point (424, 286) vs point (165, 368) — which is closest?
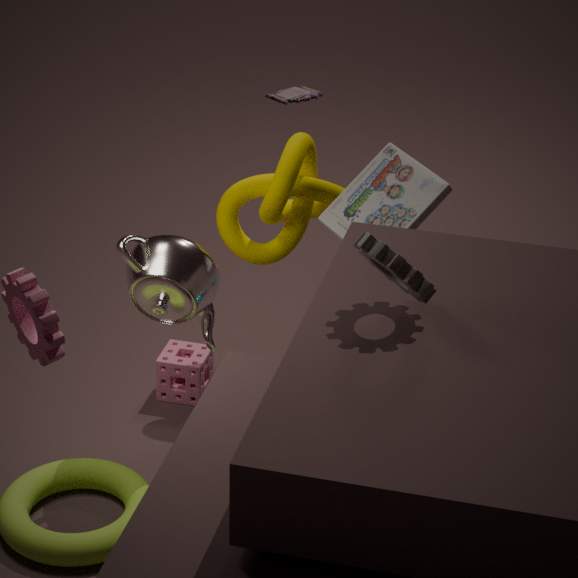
point (424, 286)
